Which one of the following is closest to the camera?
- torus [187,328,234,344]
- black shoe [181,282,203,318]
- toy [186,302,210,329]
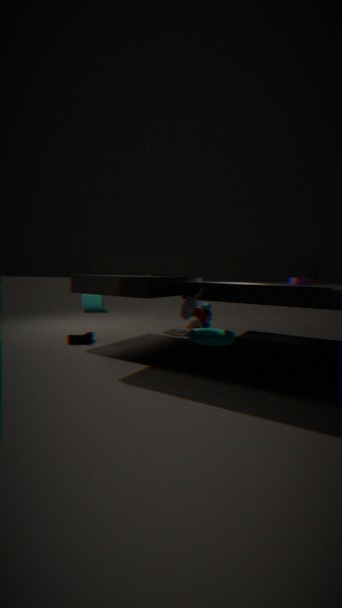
black shoe [181,282,203,318]
